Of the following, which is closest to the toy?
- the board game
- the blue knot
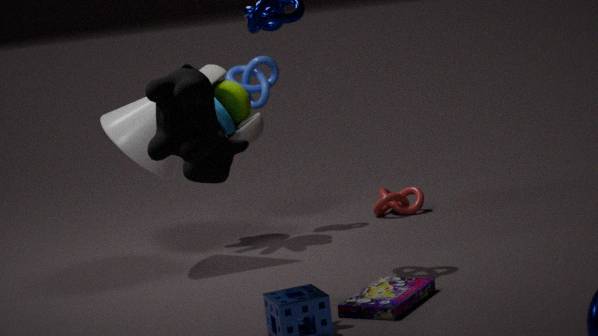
the blue knot
